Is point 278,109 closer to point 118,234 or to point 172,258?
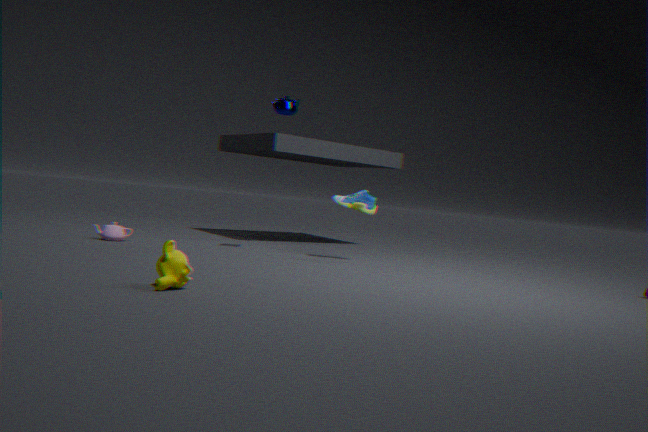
point 118,234
